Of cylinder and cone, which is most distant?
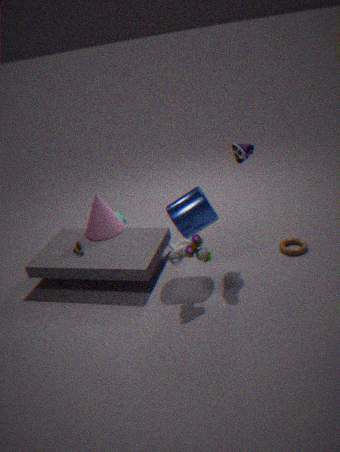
cone
